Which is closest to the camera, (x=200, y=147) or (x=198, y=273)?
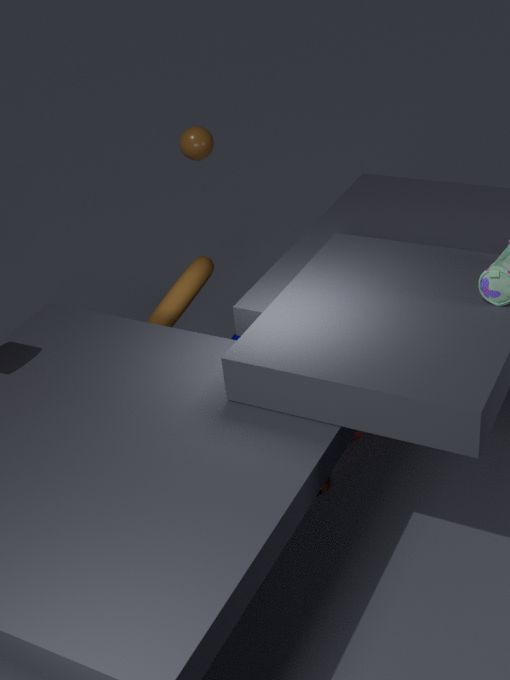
(x=198, y=273)
